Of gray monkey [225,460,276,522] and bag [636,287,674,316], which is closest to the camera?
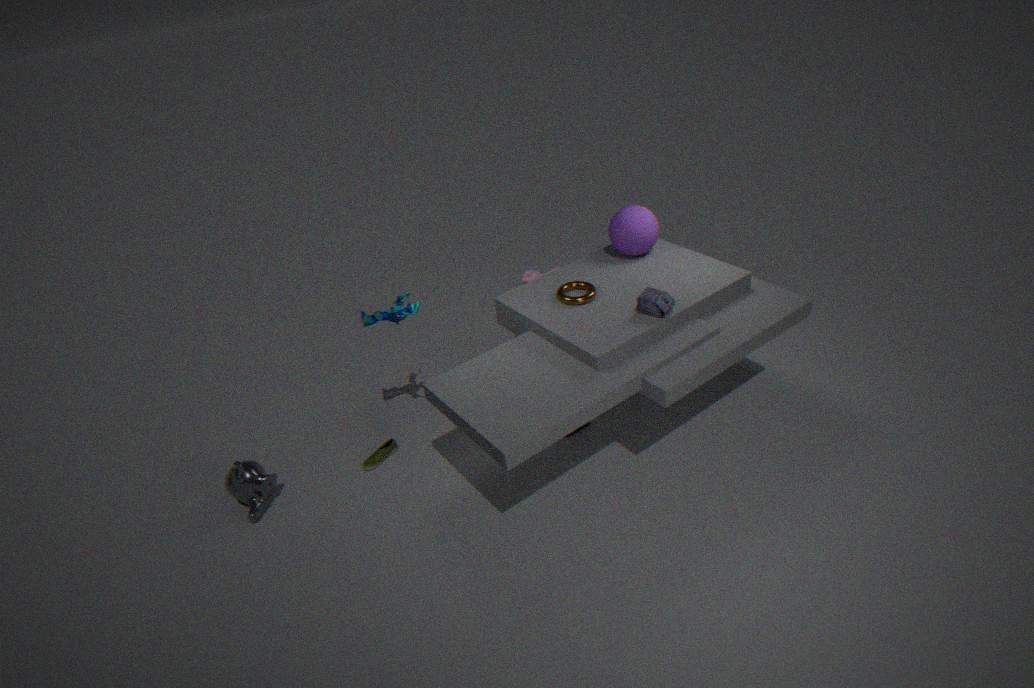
bag [636,287,674,316]
